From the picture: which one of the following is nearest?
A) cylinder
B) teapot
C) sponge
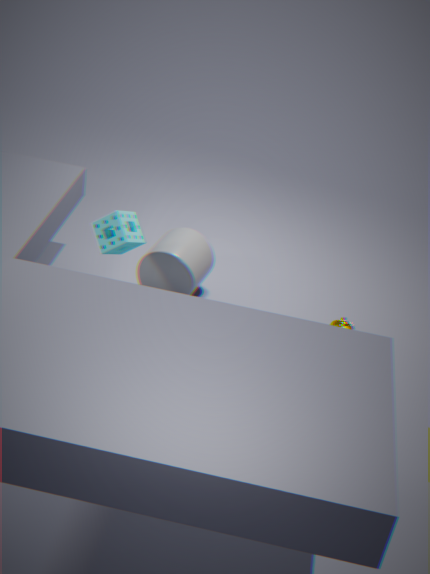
sponge
